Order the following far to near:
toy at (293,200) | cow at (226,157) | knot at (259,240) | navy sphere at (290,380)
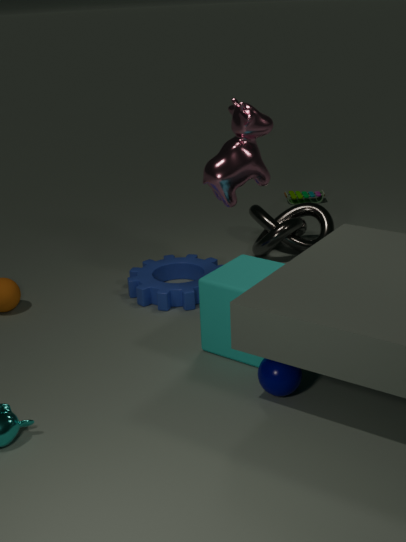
toy at (293,200) < knot at (259,240) < cow at (226,157) < navy sphere at (290,380)
